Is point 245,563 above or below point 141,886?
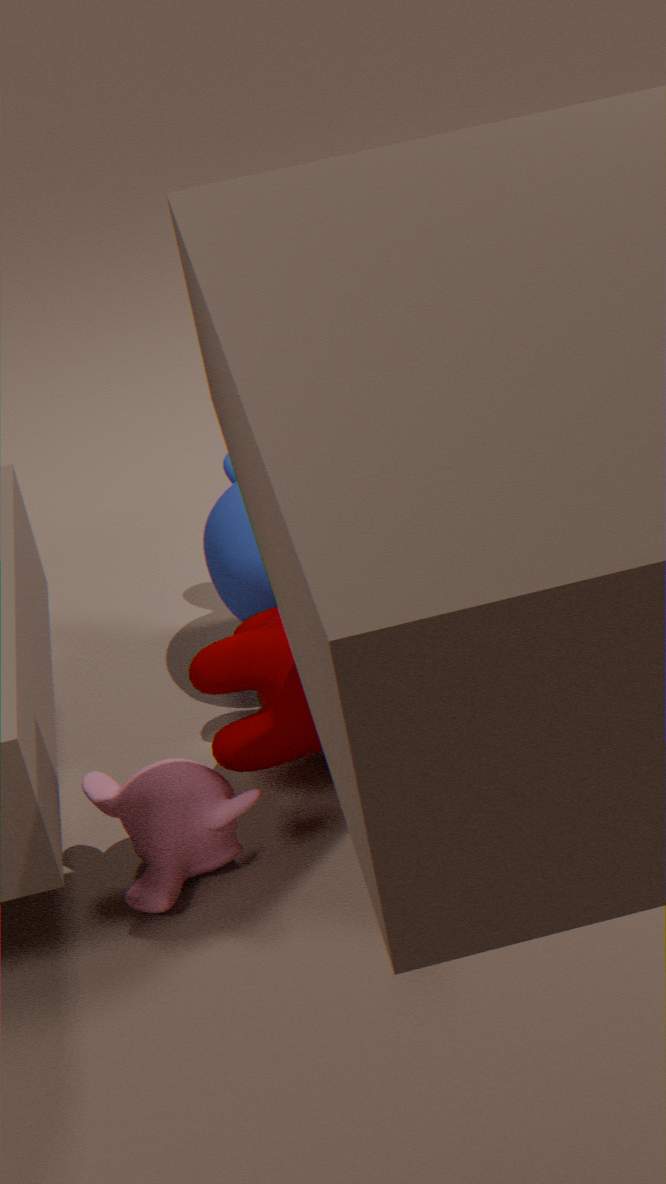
above
